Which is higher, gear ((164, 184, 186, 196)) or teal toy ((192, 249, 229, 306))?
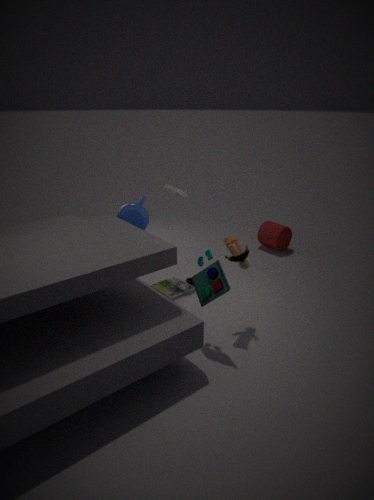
gear ((164, 184, 186, 196))
